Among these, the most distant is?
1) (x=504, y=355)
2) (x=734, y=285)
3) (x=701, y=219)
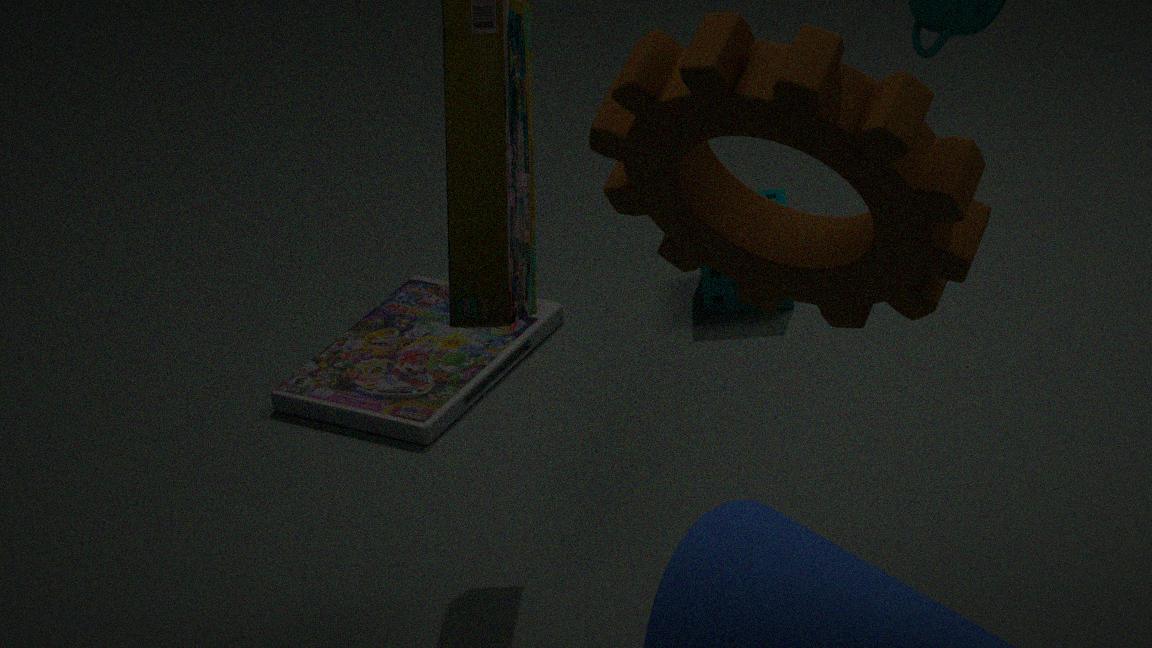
2. (x=734, y=285)
